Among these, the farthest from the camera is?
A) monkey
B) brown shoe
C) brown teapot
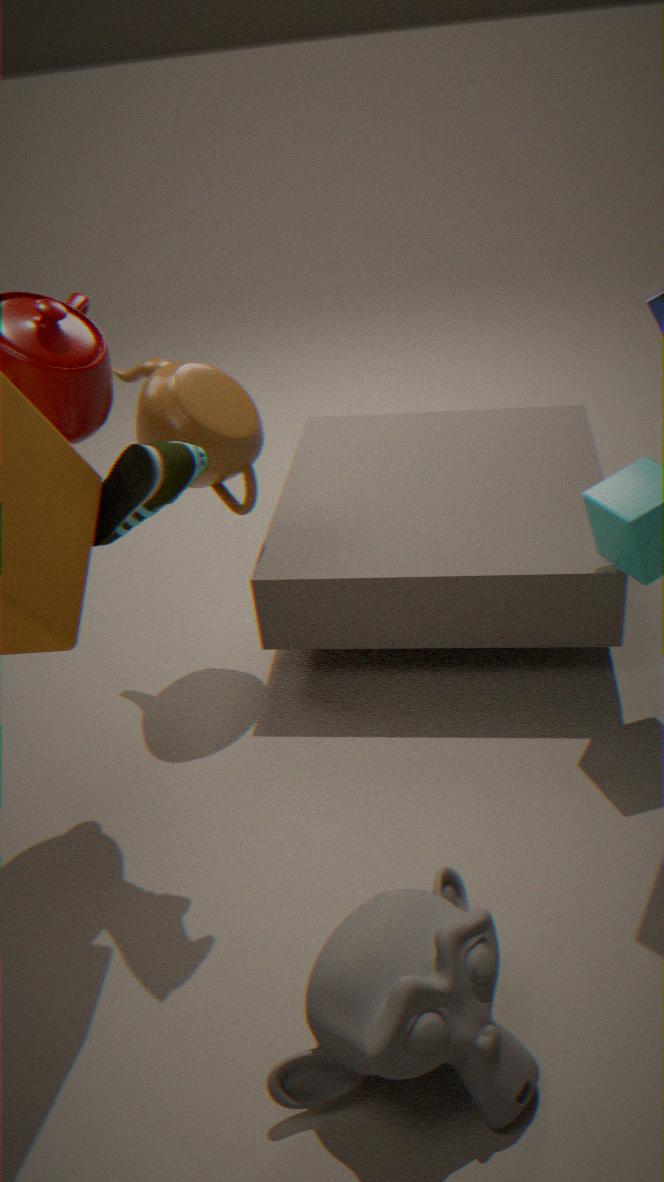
brown teapot
